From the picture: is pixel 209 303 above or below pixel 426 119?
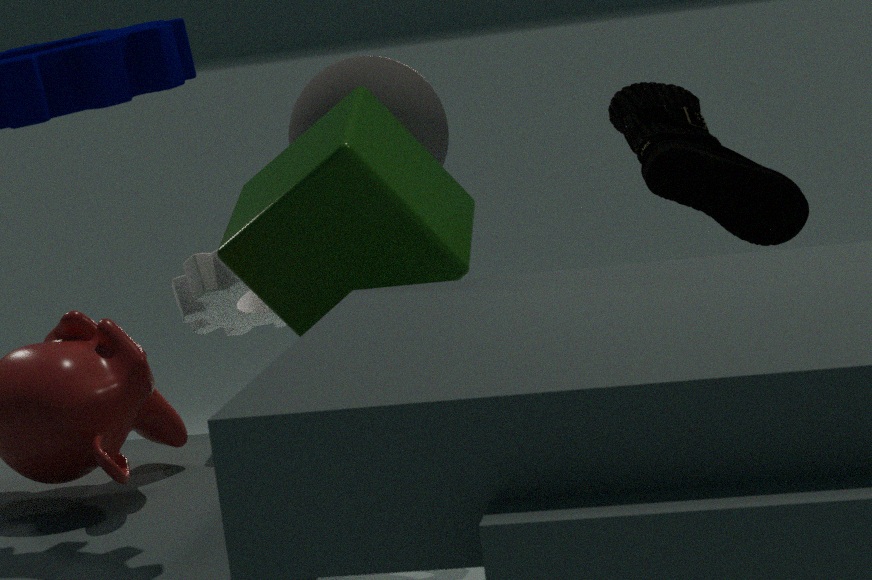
below
